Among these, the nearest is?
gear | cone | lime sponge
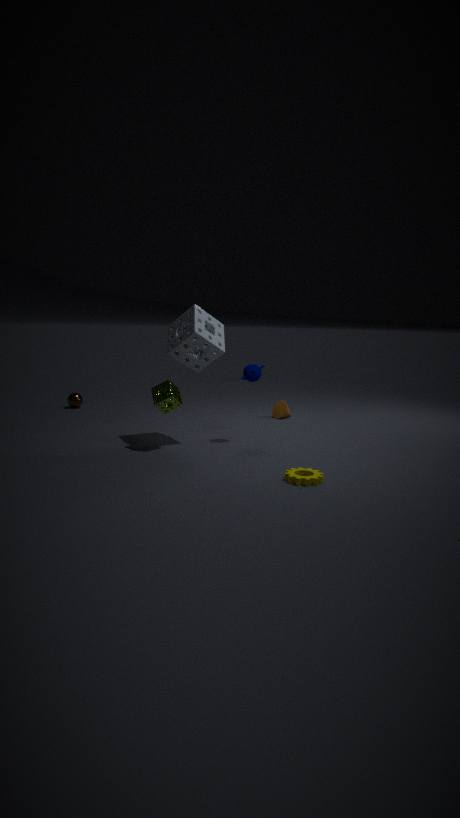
gear
